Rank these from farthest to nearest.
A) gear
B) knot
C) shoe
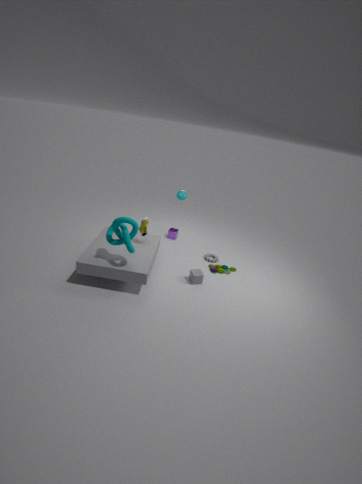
gear, shoe, knot
